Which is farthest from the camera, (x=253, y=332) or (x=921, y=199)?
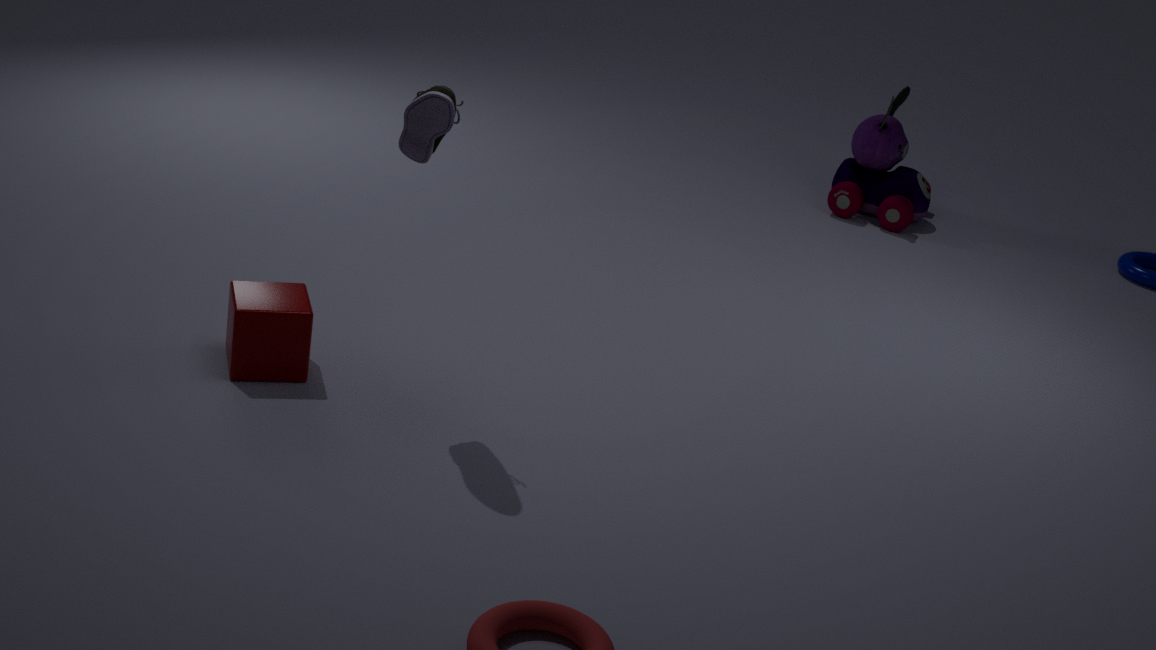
(x=921, y=199)
